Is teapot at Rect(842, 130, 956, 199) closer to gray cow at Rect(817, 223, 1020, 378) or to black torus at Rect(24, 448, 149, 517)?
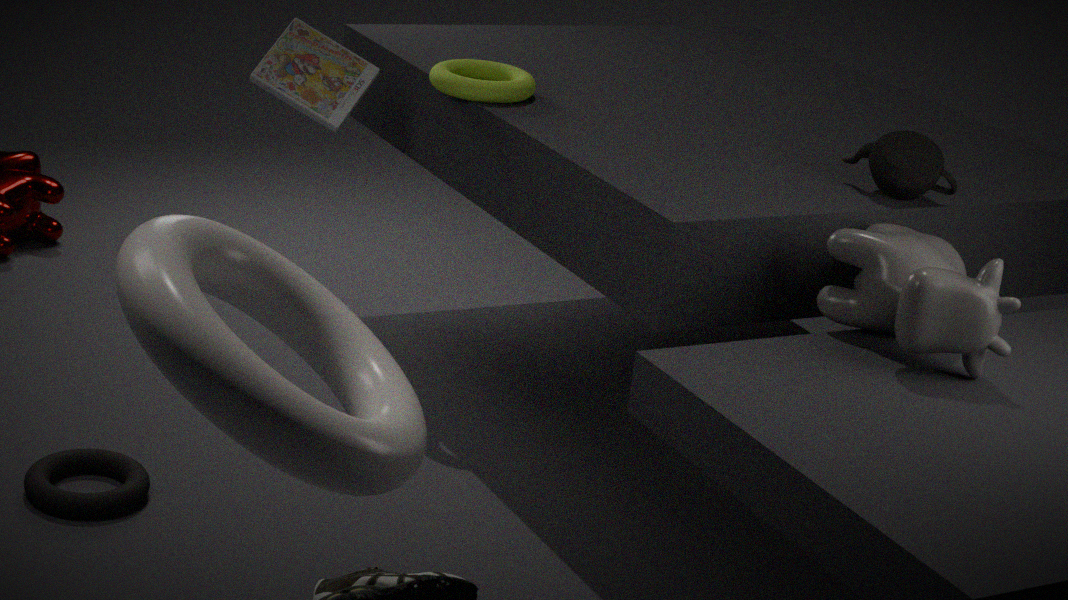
gray cow at Rect(817, 223, 1020, 378)
